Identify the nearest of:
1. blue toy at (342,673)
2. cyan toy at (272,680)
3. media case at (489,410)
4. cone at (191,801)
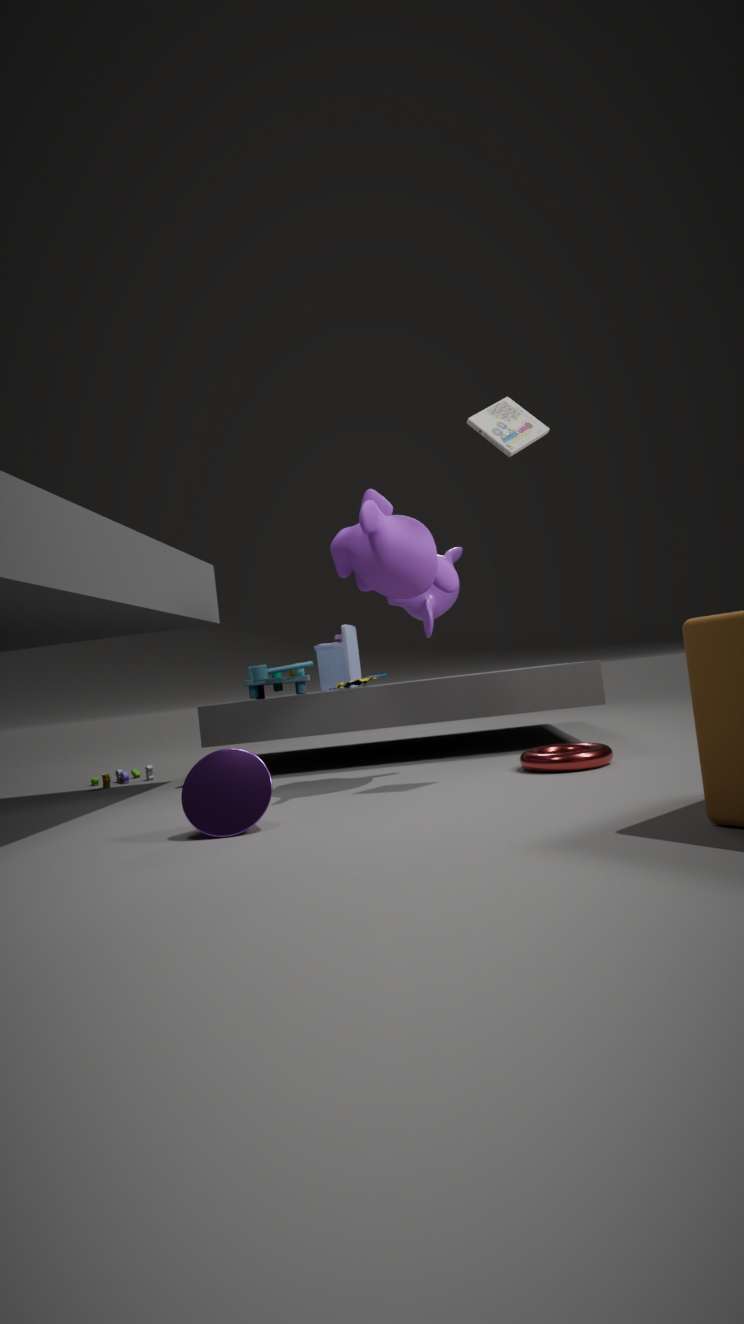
cone at (191,801)
